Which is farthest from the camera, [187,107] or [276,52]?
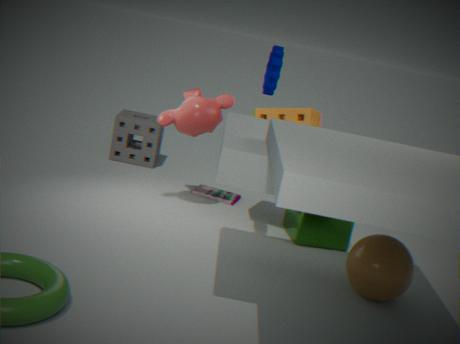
[187,107]
